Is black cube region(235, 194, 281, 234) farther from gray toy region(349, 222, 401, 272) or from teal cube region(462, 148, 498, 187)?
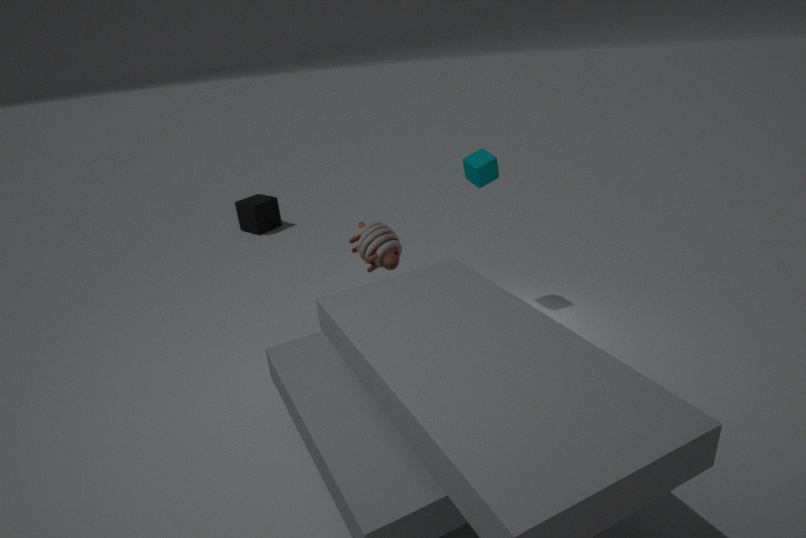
teal cube region(462, 148, 498, 187)
